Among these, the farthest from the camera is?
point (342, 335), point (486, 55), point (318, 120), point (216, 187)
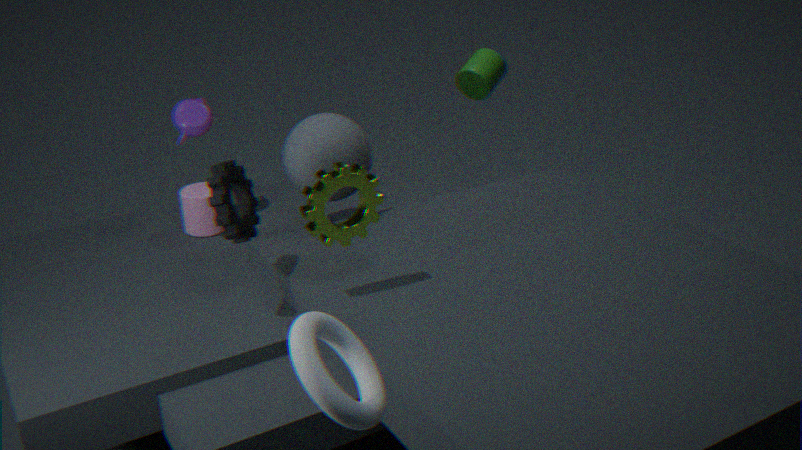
point (486, 55)
